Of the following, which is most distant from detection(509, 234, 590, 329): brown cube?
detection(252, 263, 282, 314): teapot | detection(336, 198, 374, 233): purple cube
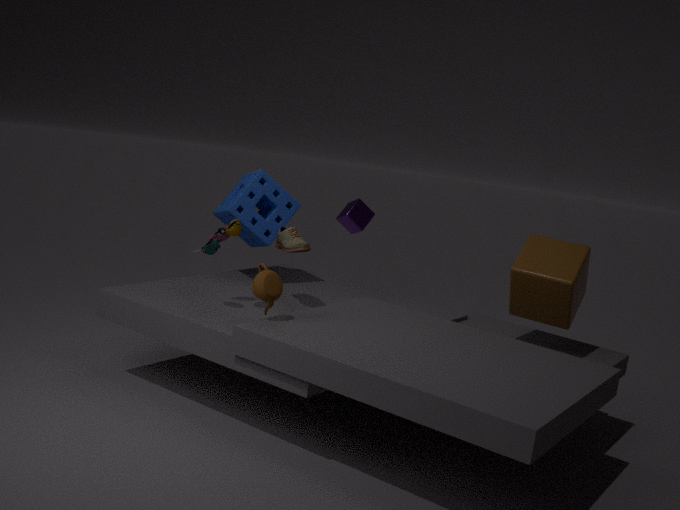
detection(336, 198, 374, 233): purple cube
